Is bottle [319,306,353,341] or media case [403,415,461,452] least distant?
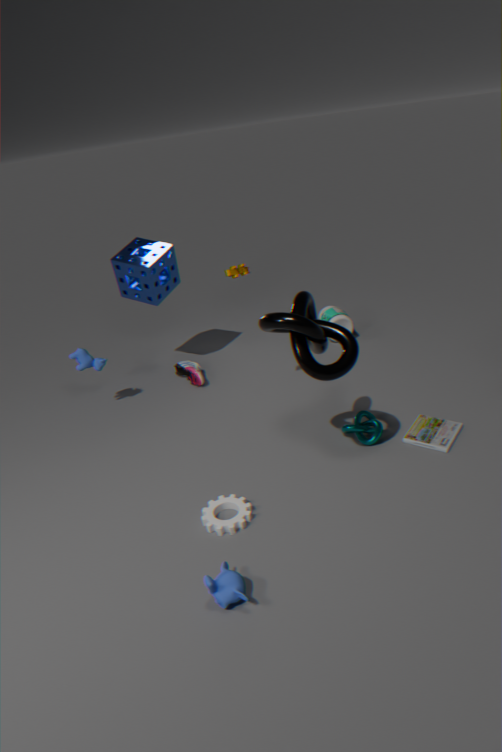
media case [403,415,461,452]
